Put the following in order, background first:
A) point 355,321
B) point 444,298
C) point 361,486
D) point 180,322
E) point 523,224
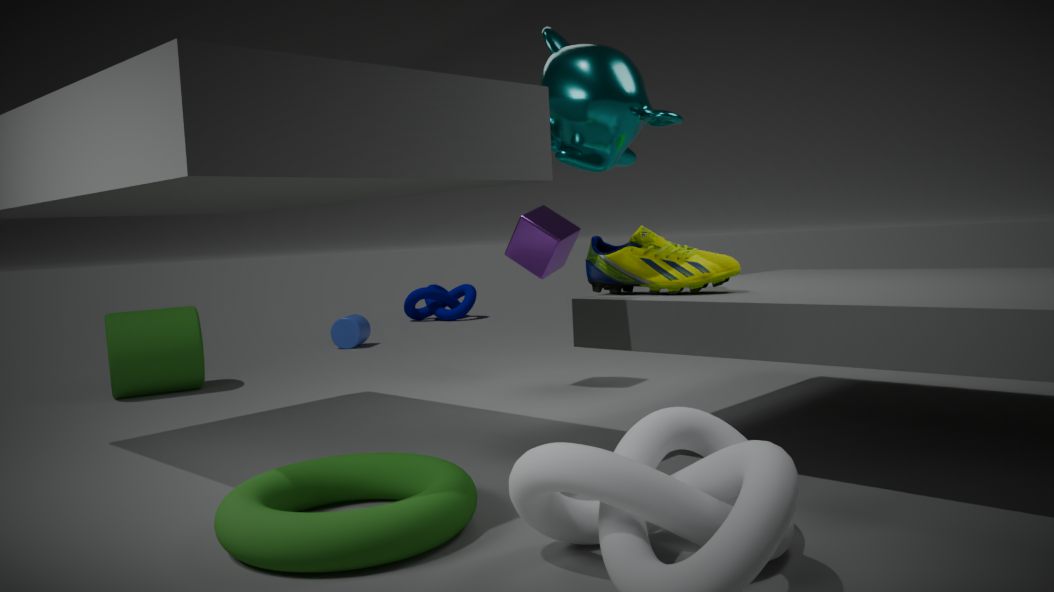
point 444,298, point 355,321, point 180,322, point 523,224, point 361,486
